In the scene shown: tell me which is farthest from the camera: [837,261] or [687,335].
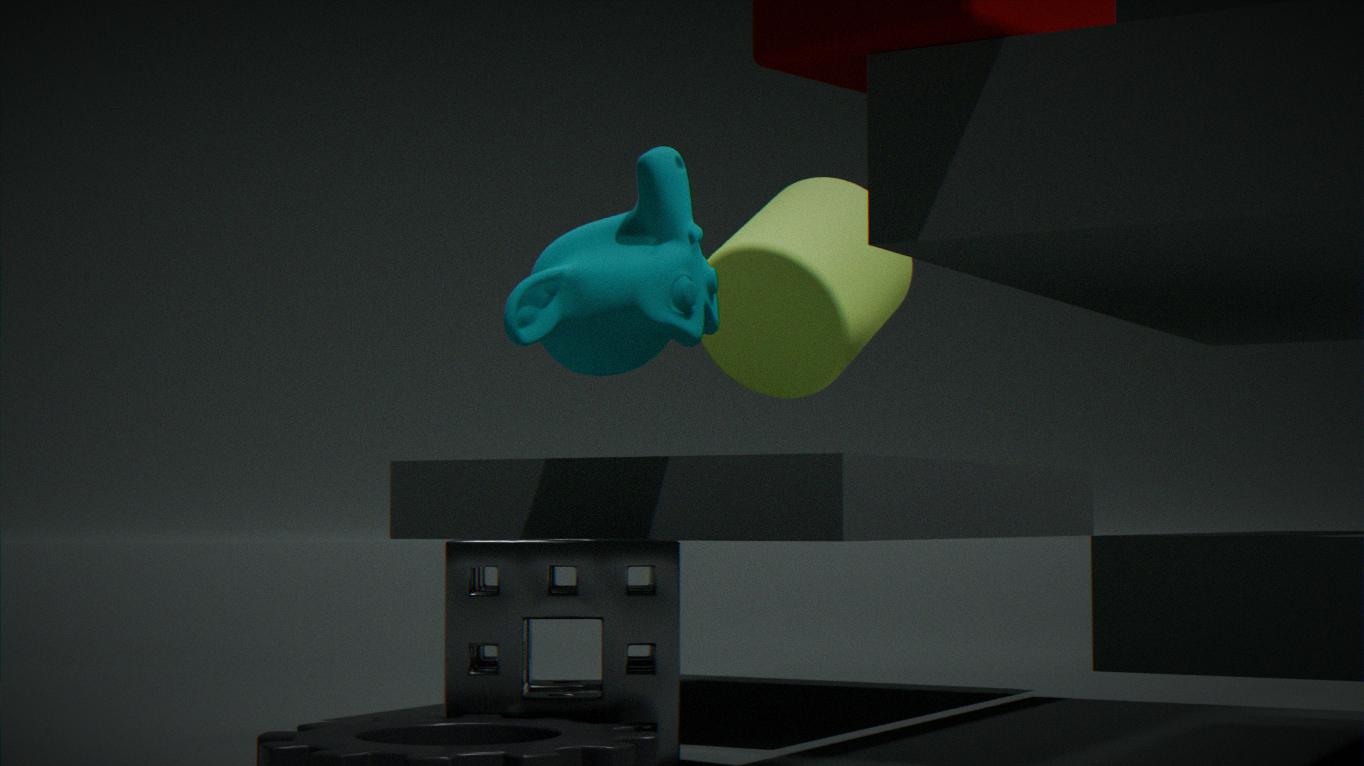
[837,261]
